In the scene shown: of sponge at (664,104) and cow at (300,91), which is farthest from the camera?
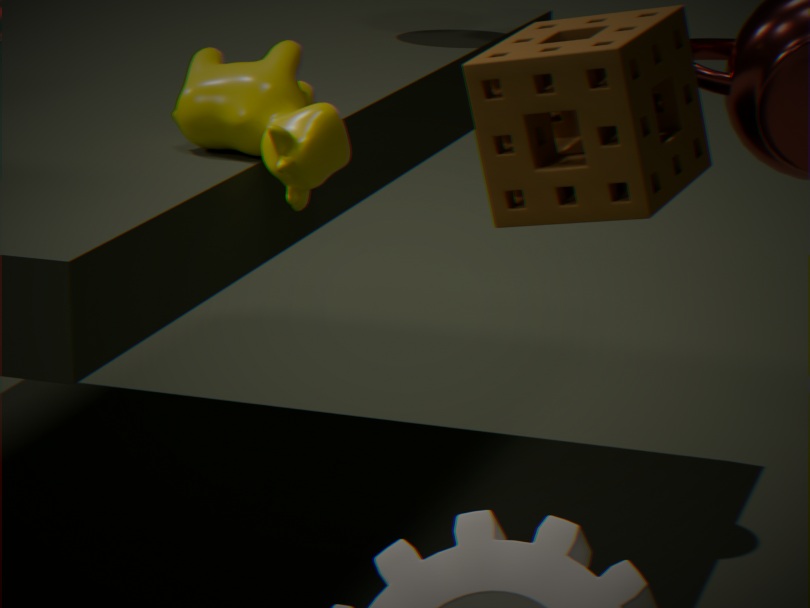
cow at (300,91)
